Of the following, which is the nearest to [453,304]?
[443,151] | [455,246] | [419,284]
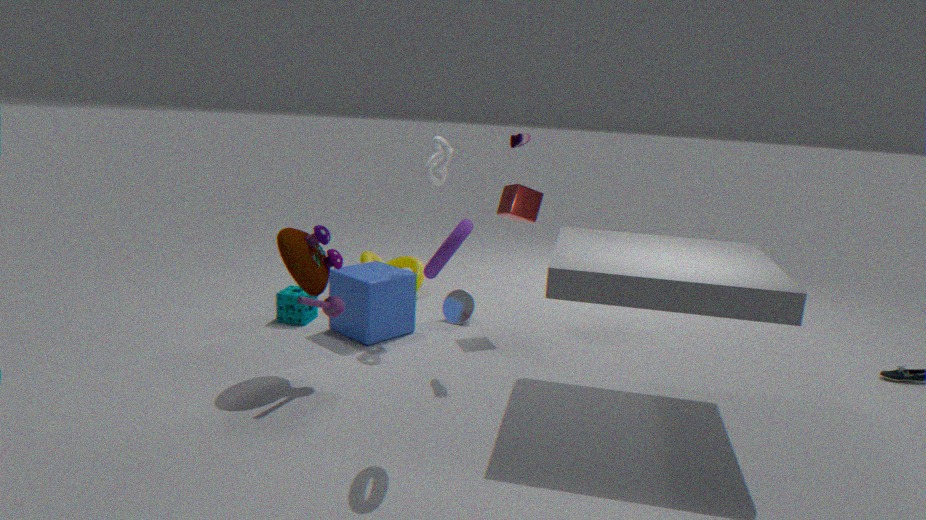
[419,284]
